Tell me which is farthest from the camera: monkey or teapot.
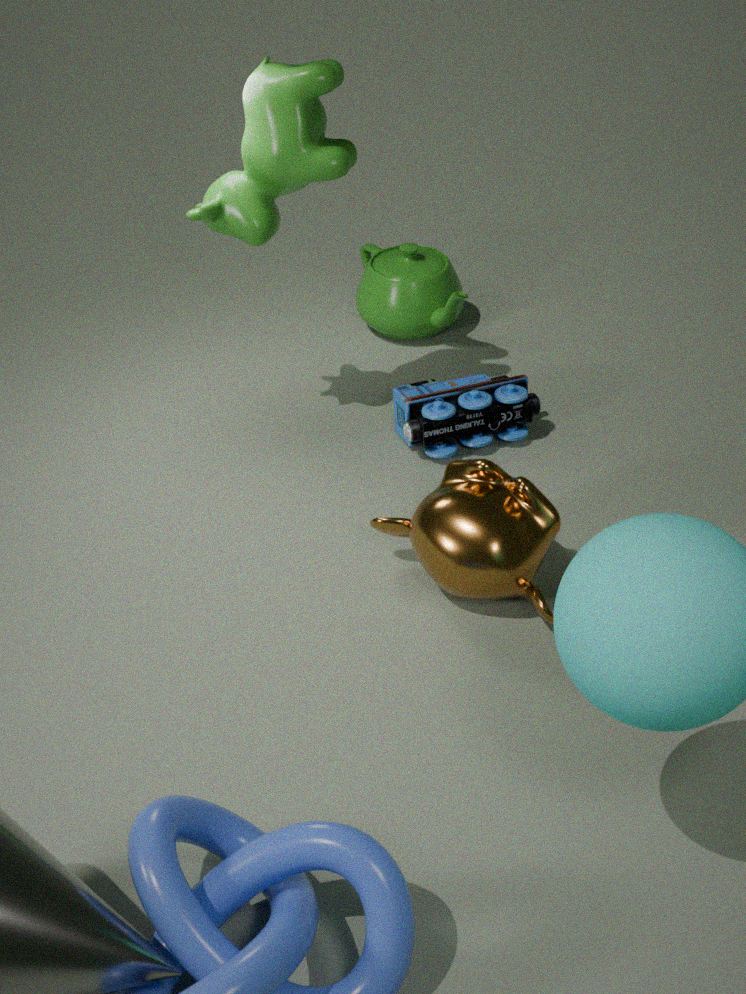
teapot
